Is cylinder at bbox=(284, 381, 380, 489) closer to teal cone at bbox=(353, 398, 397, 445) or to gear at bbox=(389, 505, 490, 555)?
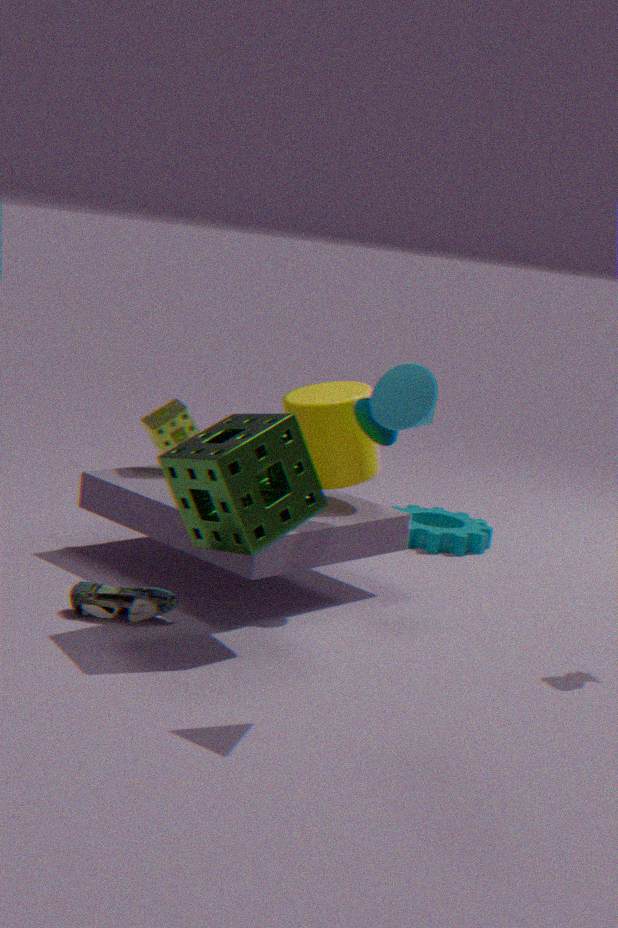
teal cone at bbox=(353, 398, 397, 445)
